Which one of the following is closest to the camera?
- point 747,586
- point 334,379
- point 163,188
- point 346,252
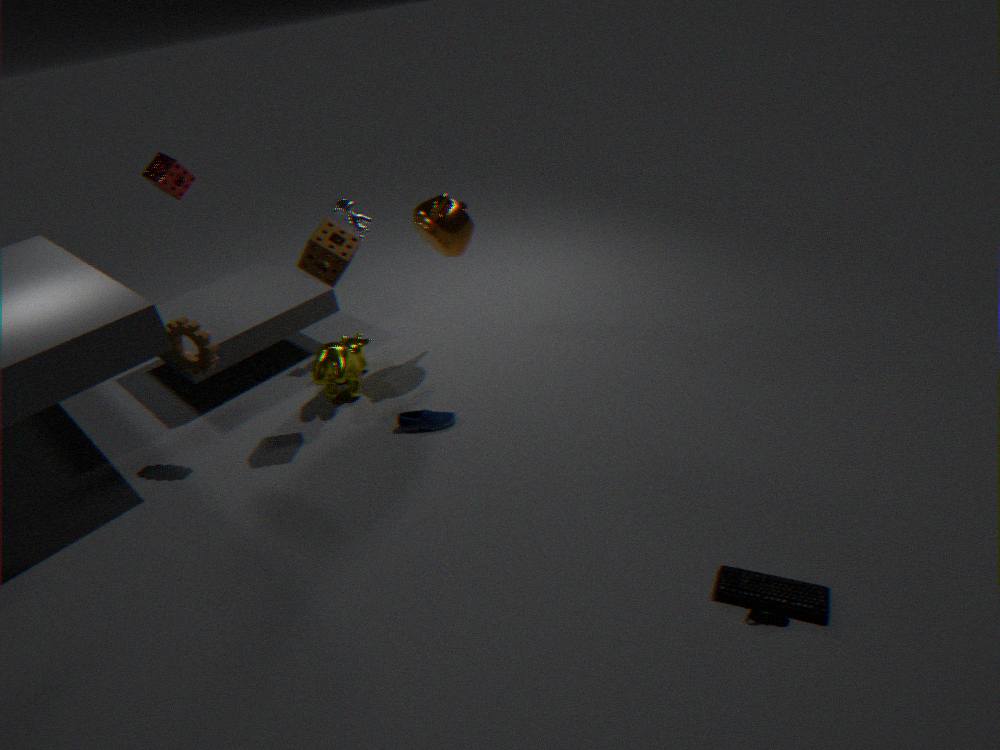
point 747,586
